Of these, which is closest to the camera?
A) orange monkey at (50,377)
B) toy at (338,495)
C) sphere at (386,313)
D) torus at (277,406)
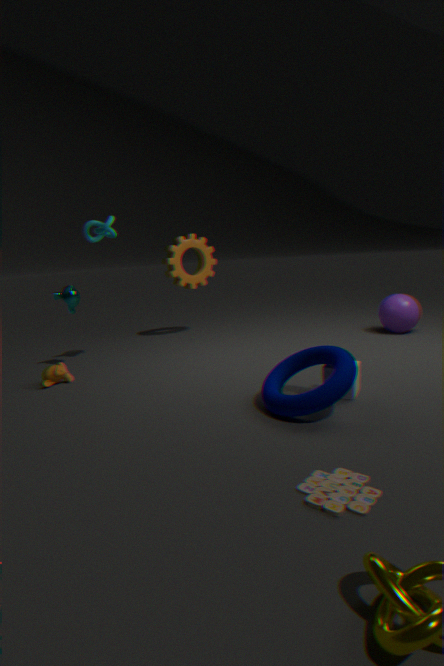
toy at (338,495)
